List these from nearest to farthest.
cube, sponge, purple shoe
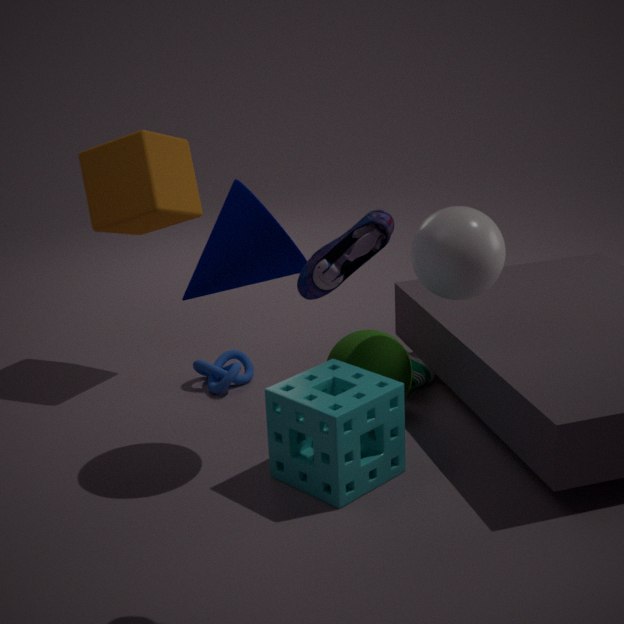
purple shoe, sponge, cube
